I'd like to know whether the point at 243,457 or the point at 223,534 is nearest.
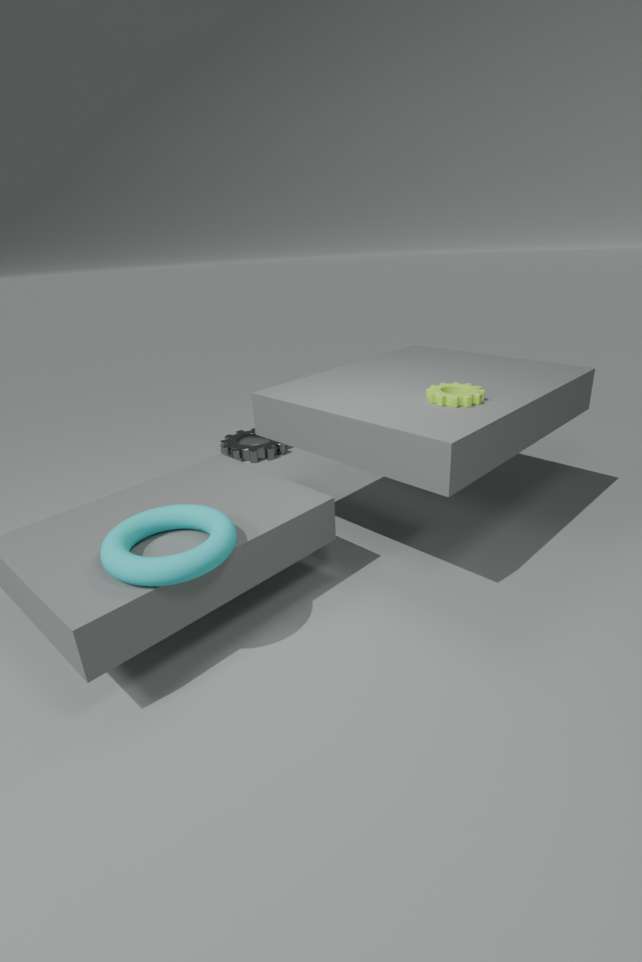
the point at 223,534
